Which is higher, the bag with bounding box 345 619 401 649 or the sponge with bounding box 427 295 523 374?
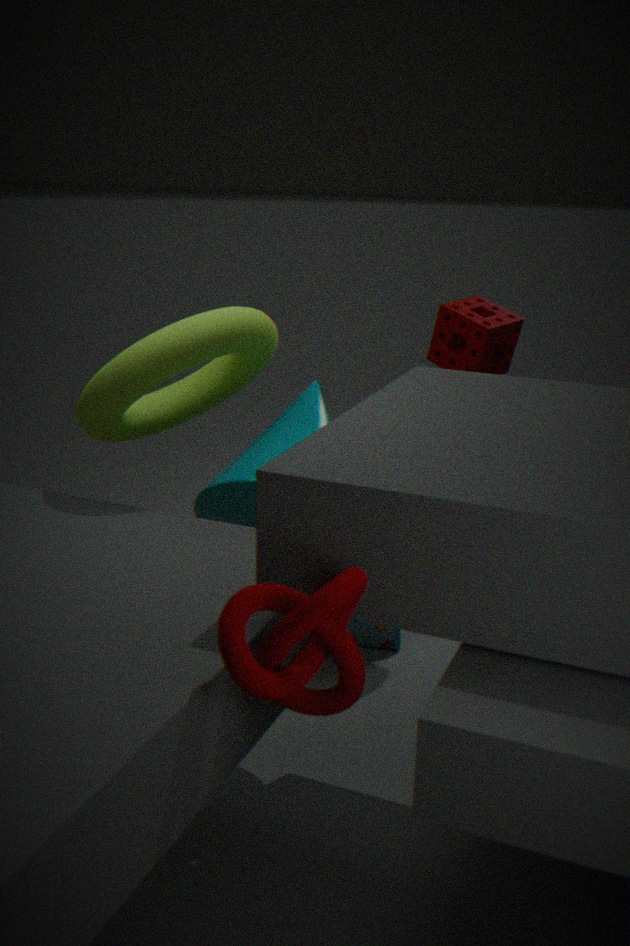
the sponge with bounding box 427 295 523 374
